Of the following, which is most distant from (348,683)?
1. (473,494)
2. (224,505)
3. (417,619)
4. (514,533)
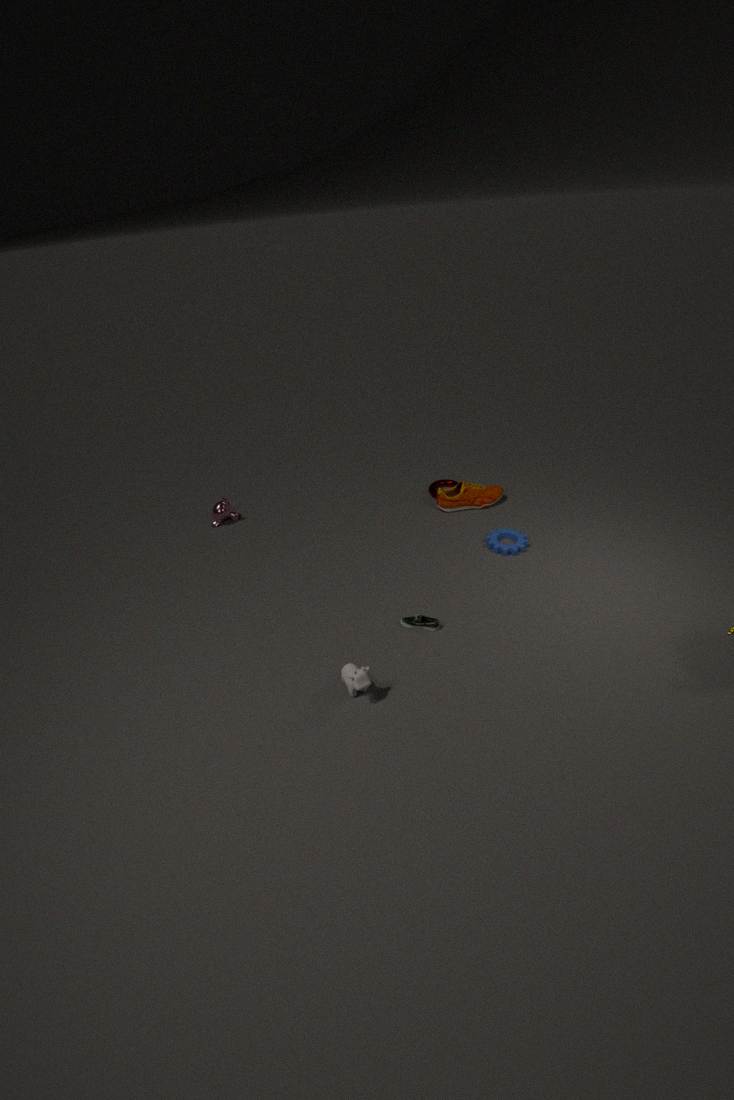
(224,505)
